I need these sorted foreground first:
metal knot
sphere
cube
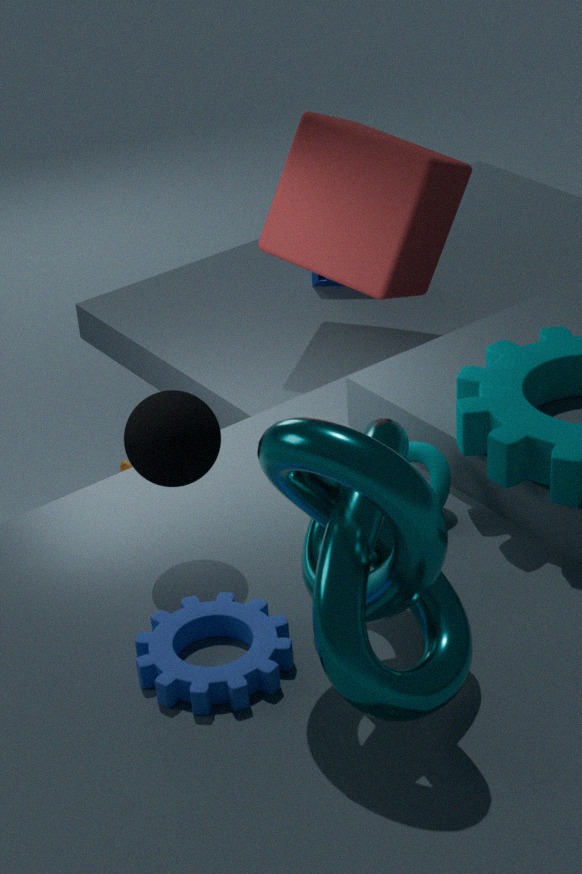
1. metal knot
2. sphere
3. cube
